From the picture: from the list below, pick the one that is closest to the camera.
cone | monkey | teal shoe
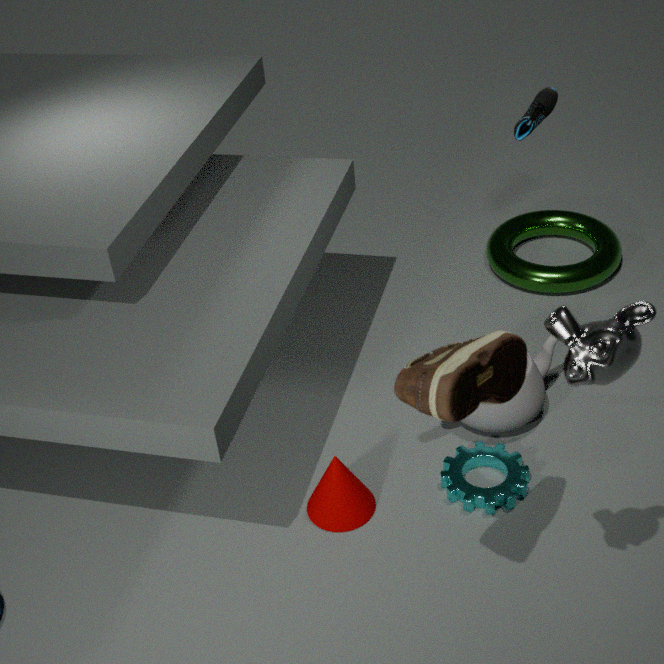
monkey
